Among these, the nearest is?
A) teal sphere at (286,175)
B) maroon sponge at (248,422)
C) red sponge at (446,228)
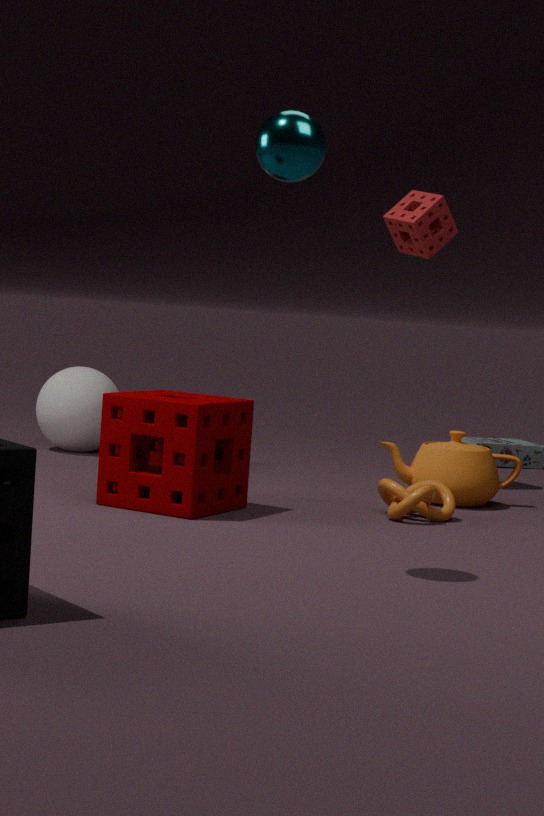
teal sphere at (286,175)
